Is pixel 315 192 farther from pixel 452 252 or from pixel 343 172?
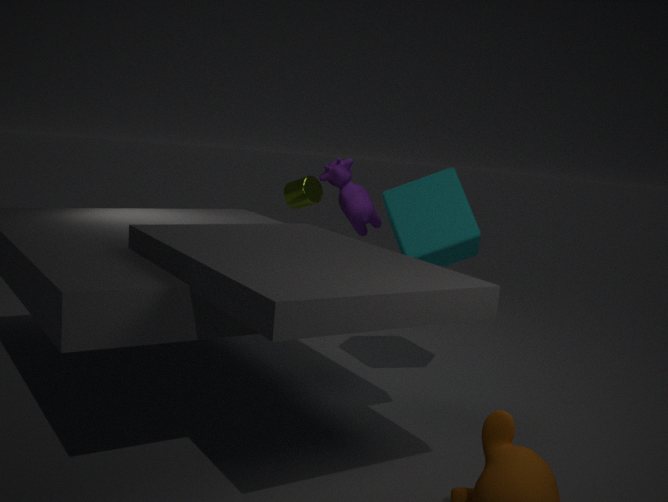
pixel 452 252
